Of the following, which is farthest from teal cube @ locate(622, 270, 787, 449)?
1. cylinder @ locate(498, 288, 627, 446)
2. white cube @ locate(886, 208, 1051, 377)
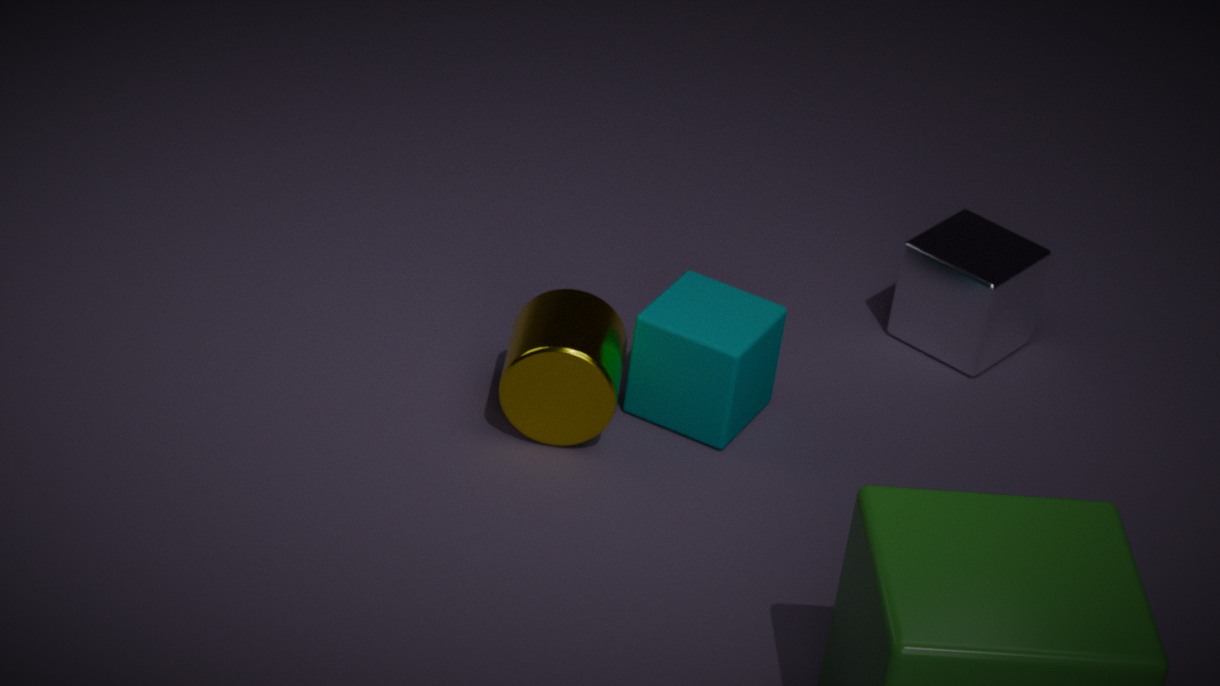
white cube @ locate(886, 208, 1051, 377)
